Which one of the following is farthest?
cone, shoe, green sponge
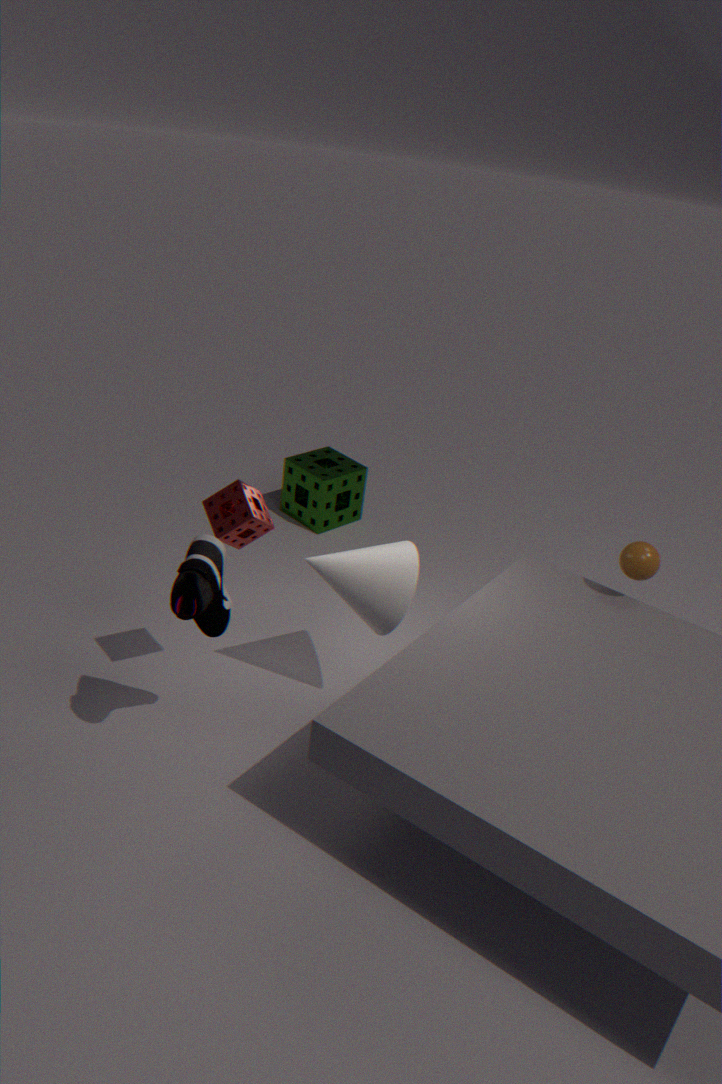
green sponge
